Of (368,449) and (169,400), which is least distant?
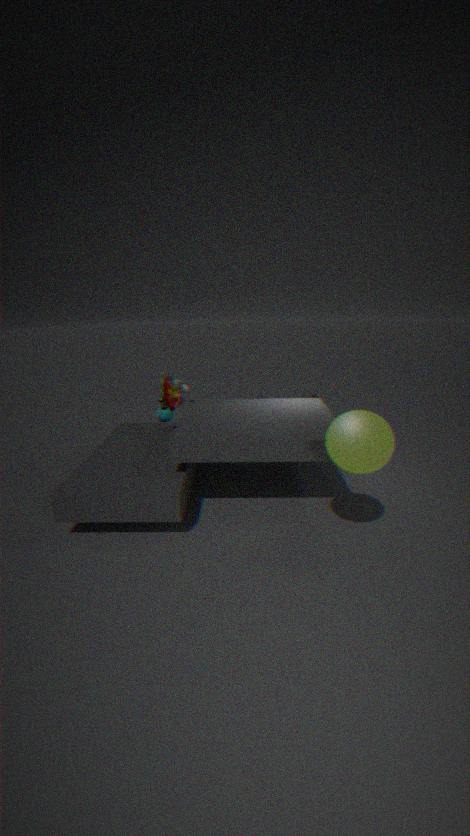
(368,449)
